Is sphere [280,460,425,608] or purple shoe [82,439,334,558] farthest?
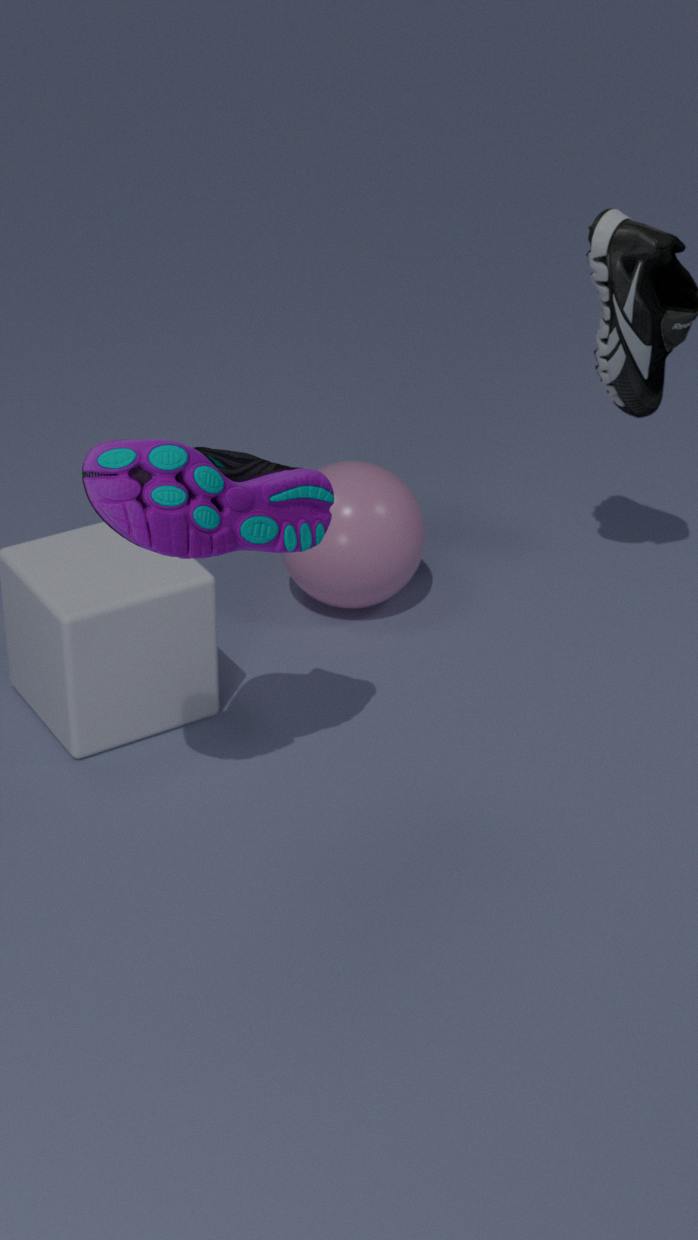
sphere [280,460,425,608]
